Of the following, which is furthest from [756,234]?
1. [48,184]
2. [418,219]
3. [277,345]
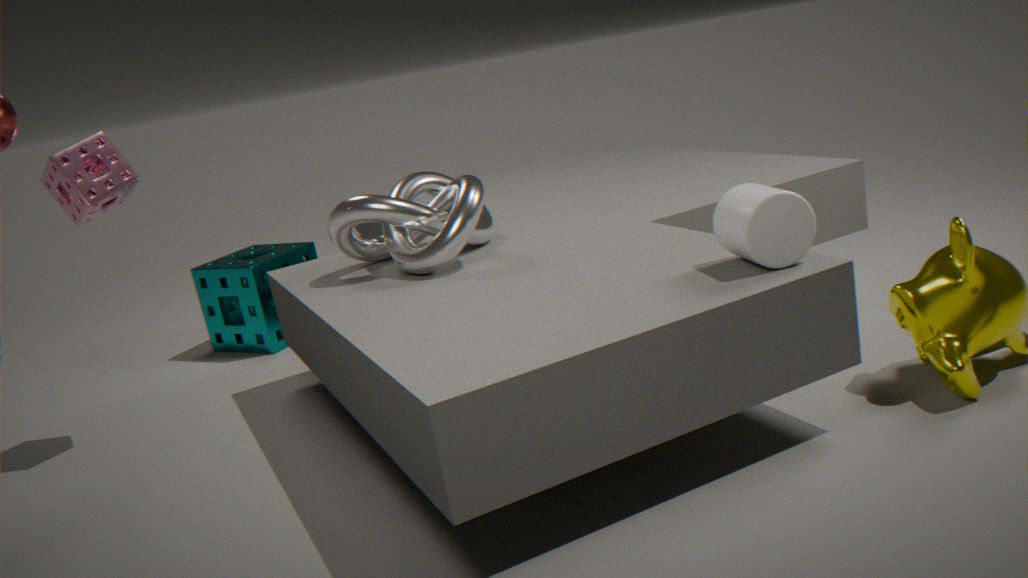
[277,345]
